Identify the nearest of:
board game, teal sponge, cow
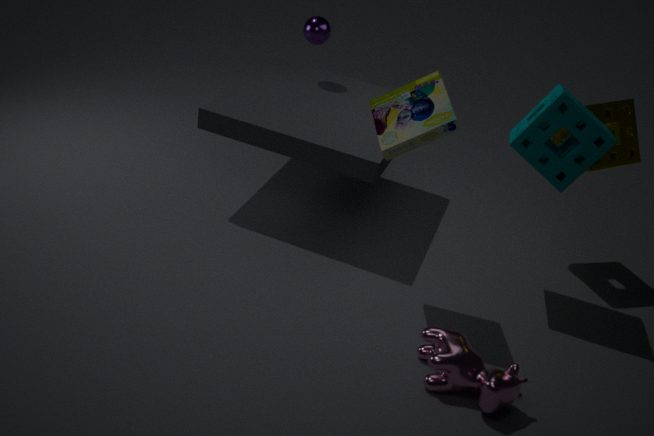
cow
